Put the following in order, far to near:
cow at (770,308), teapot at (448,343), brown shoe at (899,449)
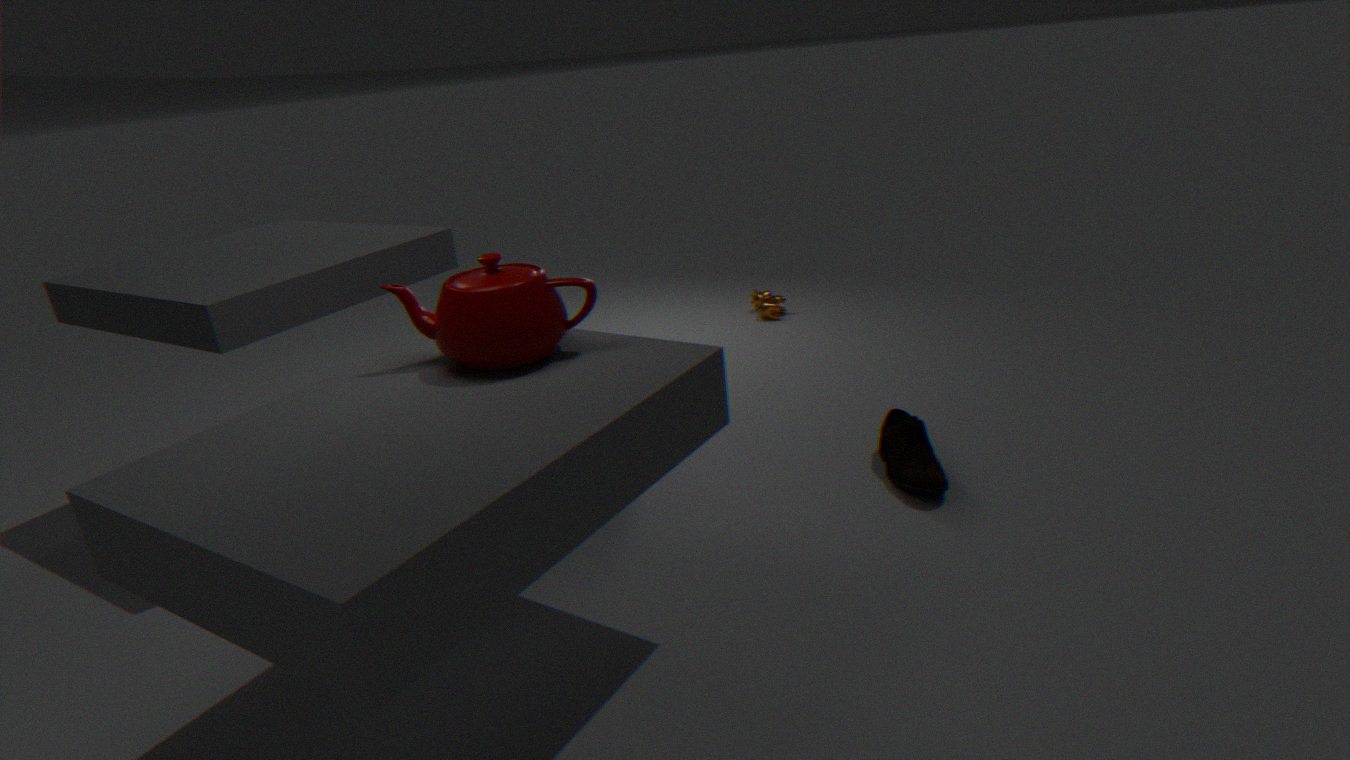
cow at (770,308) < brown shoe at (899,449) < teapot at (448,343)
